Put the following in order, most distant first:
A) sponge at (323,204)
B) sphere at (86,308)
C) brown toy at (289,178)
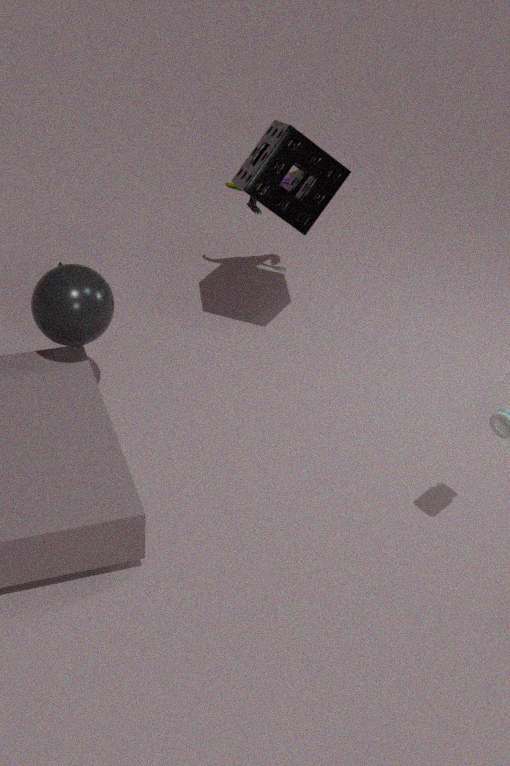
1. brown toy at (289,178)
2. sponge at (323,204)
3. sphere at (86,308)
